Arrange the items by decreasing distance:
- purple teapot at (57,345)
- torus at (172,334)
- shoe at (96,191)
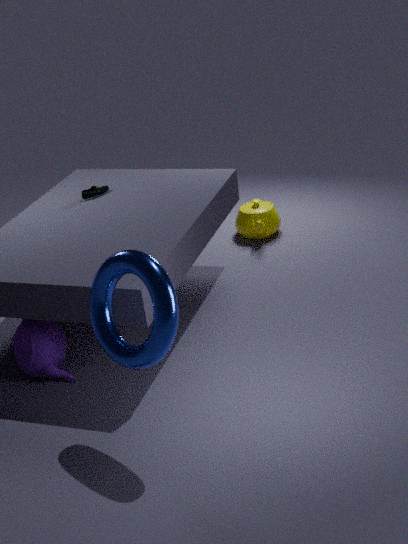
shoe at (96,191) → purple teapot at (57,345) → torus at (172,334)
